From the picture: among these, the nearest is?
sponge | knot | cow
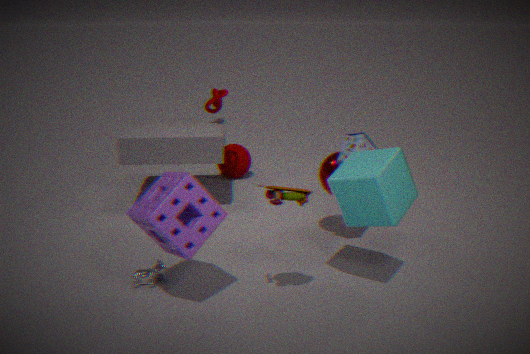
sponge
